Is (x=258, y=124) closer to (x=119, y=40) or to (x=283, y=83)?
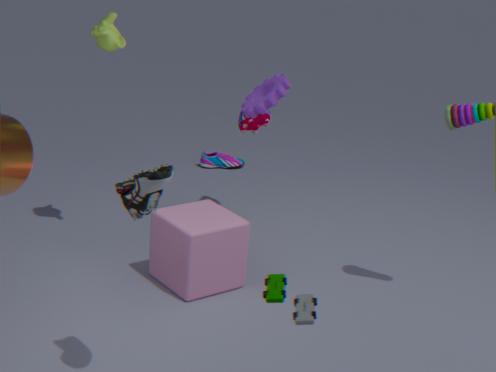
(x=283, y=83)
